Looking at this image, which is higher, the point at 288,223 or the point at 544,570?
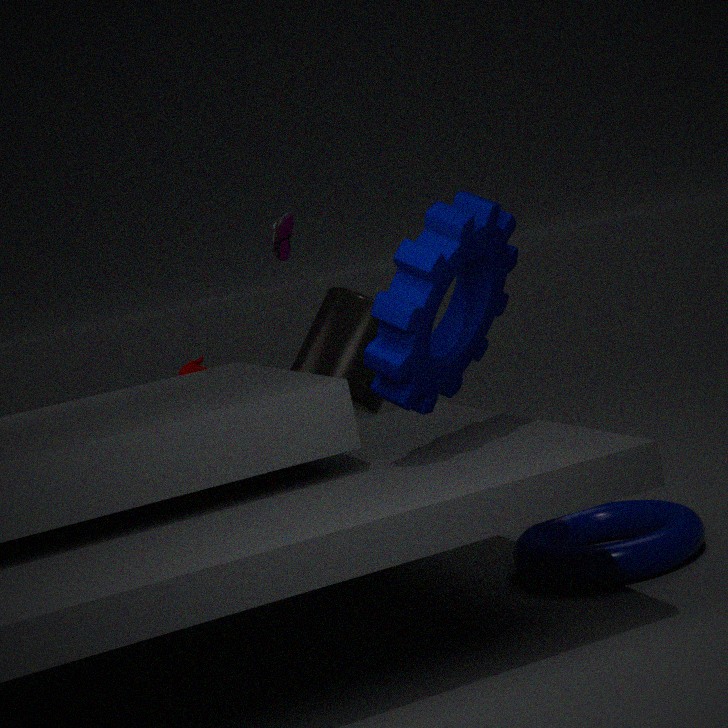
the point at 288,223
